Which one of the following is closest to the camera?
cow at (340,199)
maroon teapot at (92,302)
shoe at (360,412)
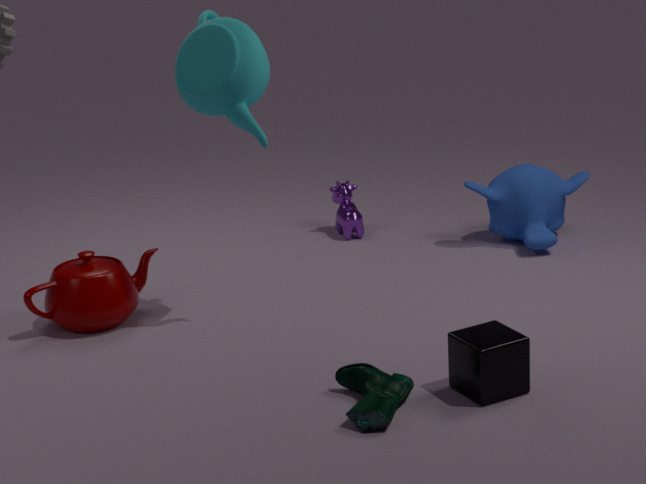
shoe at (360,412)
